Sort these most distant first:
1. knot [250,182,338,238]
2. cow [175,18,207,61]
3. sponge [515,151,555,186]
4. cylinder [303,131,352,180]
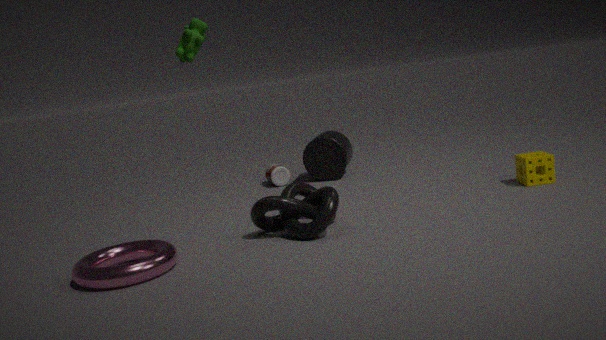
cylinder [303,131,352,180]
sponge [515,151,555,186]
knot [250,182,338,238]
cow [175,18,207,61]
